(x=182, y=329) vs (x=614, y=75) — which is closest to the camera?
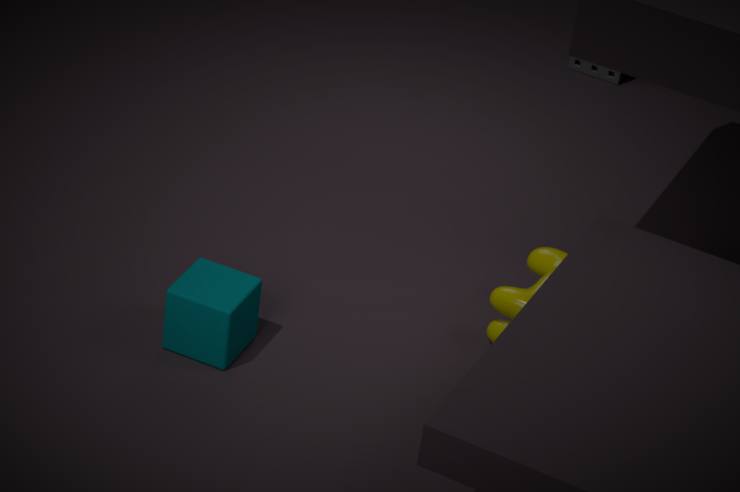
A: (x=182, y=329)
